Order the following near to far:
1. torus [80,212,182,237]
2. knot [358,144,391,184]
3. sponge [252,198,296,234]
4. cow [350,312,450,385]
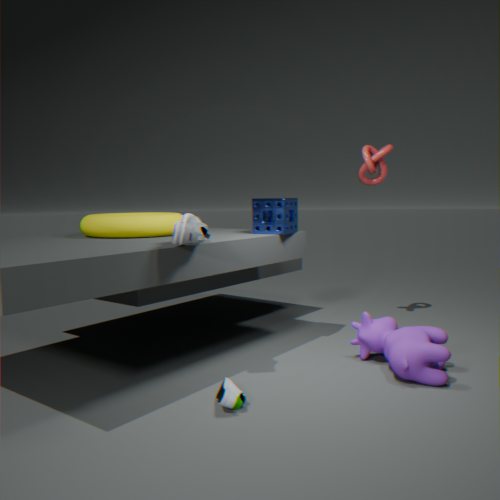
cow [350,312,450,385], torus [80,212,182,237], sponge [252,198,296,234], knot [358,144,391,184]
